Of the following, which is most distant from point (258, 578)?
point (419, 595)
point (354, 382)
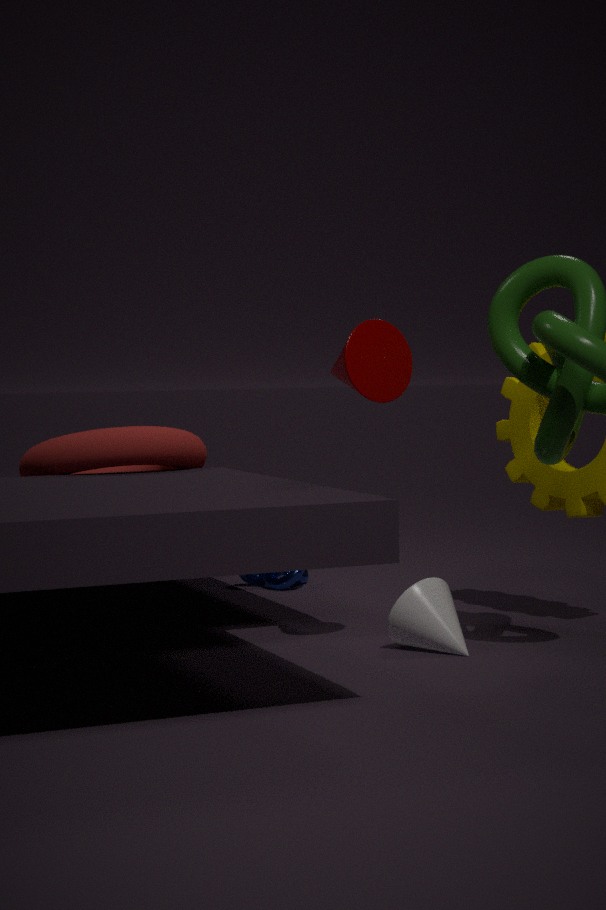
point (354, 382)
